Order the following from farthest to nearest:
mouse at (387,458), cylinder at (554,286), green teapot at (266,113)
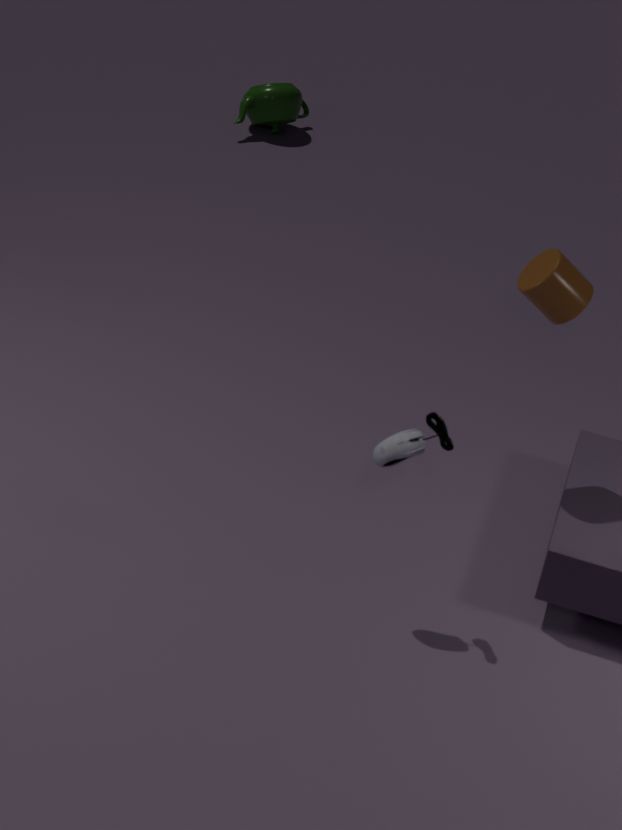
A: green teapot at (266,113) → cylinder at (554,286) → mouse at (387,458)
